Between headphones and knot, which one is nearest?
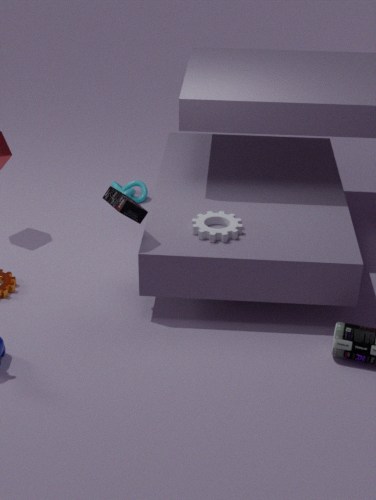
headphones
